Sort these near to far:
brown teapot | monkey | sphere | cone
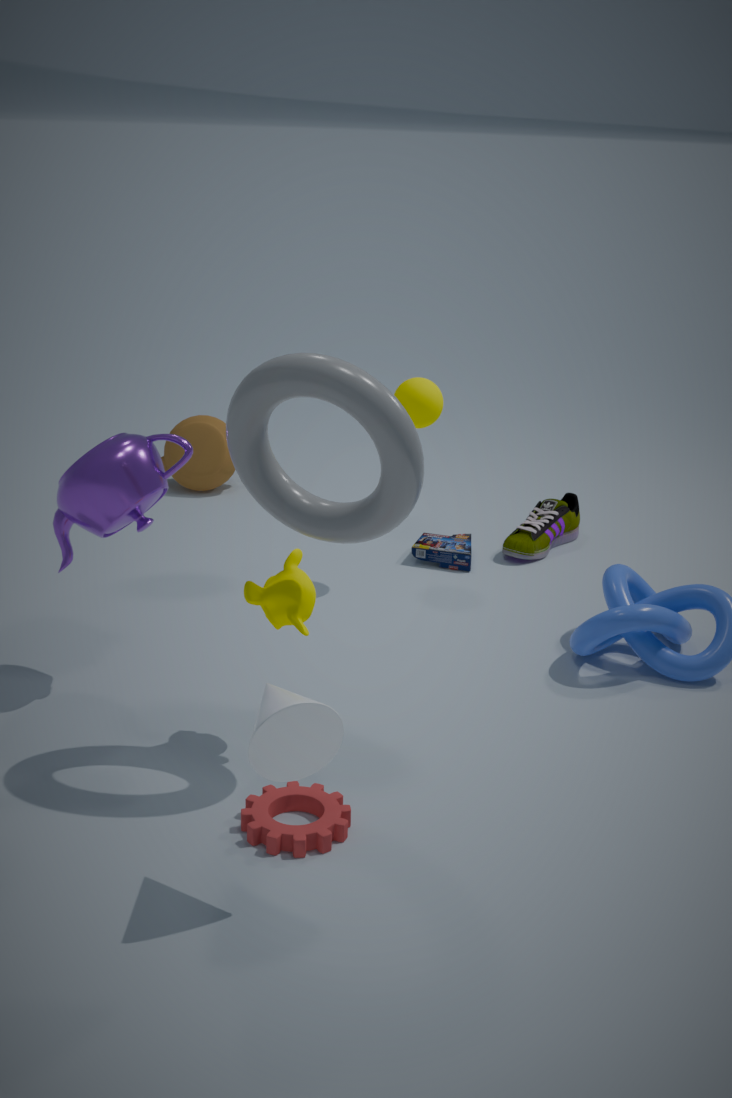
cone < monkey < sphere < brown teapot
